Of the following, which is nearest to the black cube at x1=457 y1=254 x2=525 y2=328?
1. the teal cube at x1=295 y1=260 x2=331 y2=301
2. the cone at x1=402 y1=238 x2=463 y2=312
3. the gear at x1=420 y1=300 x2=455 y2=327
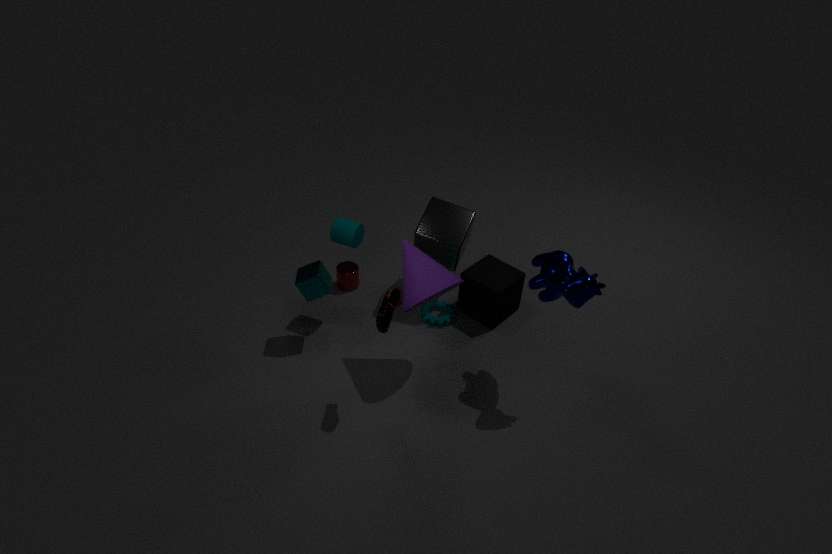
the gear at x1=420 y1=300 x2=455 y2=327
